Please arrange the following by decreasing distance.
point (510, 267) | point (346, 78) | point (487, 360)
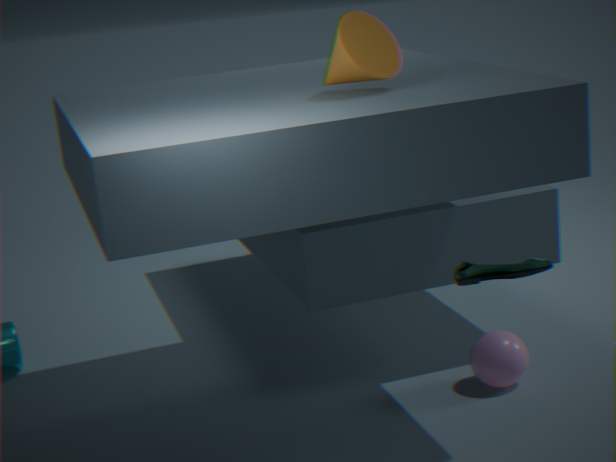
1. point (487, 360)
2. point (346, 78)
3. point (510, 267)
